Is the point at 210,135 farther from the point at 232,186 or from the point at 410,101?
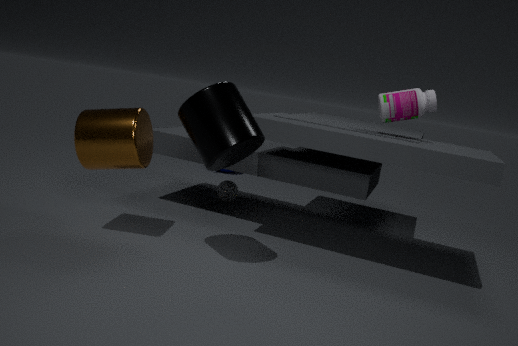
the point at 232,186
